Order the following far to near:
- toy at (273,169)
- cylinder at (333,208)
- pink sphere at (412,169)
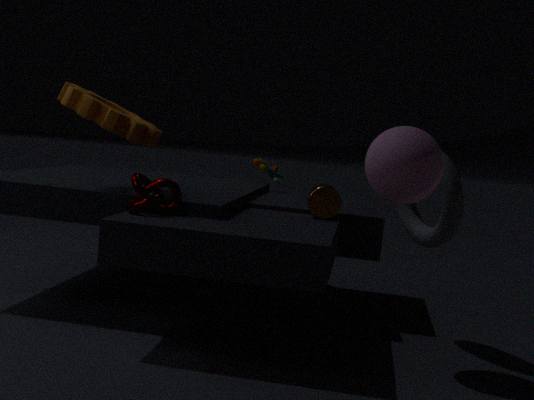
1. toy at (273,169)
2. cylinder at (333,208)
3. pink sphere at (412,169)
